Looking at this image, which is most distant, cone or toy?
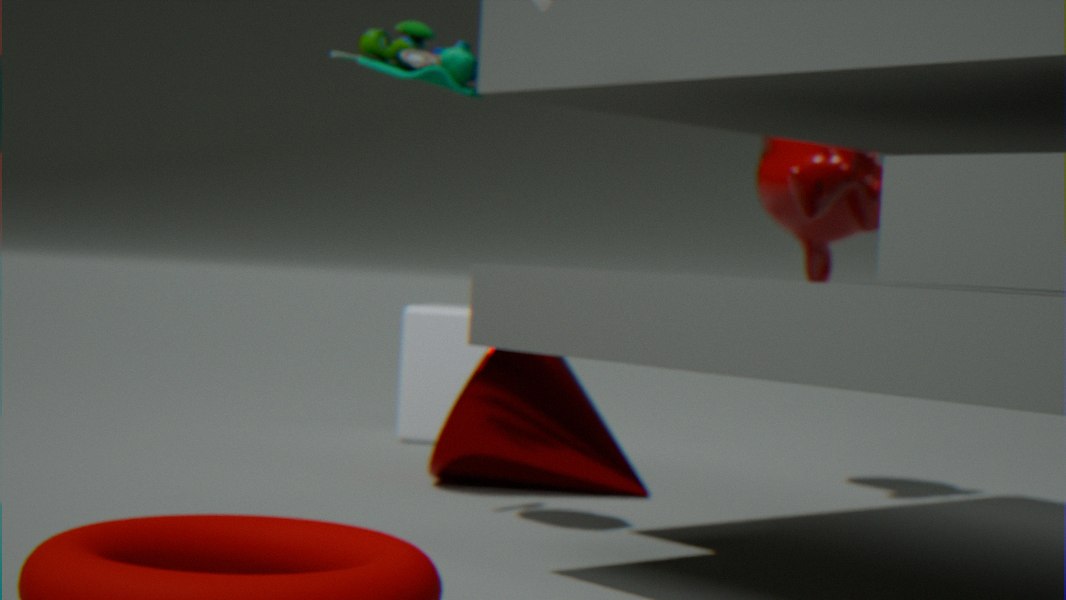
cone
